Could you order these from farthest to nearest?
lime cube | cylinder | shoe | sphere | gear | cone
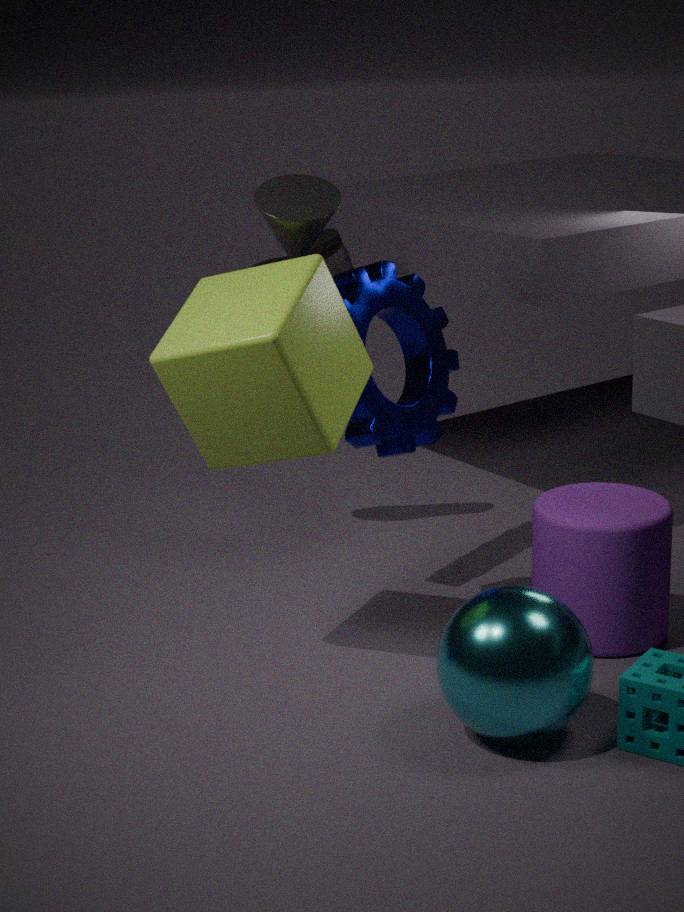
shoe < gear < cylinder < cone < lime cube < sphere
